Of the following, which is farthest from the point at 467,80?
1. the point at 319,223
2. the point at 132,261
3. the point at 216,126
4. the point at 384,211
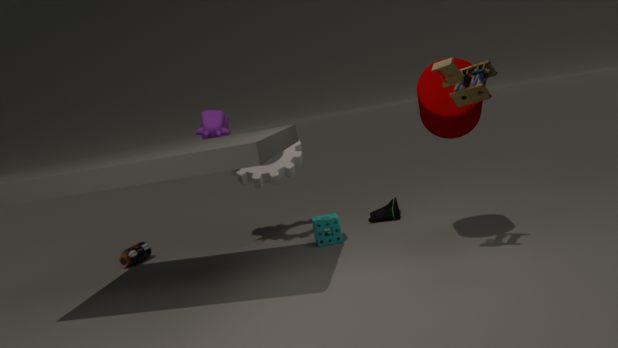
the point at 132,261
